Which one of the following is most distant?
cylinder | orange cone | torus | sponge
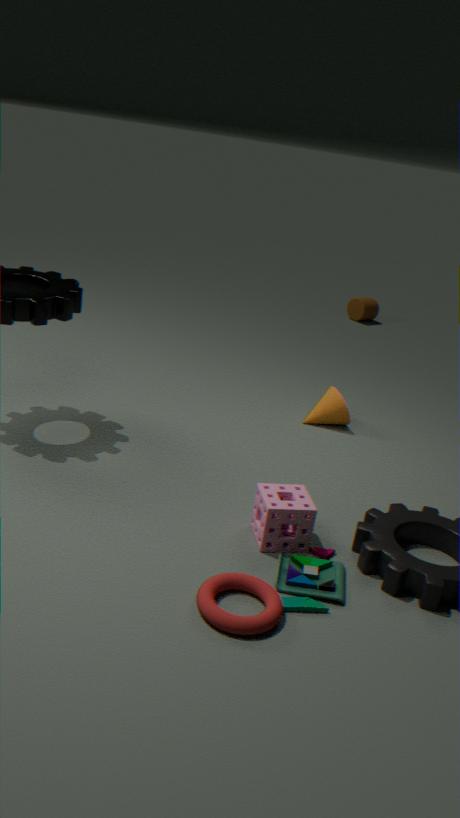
cylinder
